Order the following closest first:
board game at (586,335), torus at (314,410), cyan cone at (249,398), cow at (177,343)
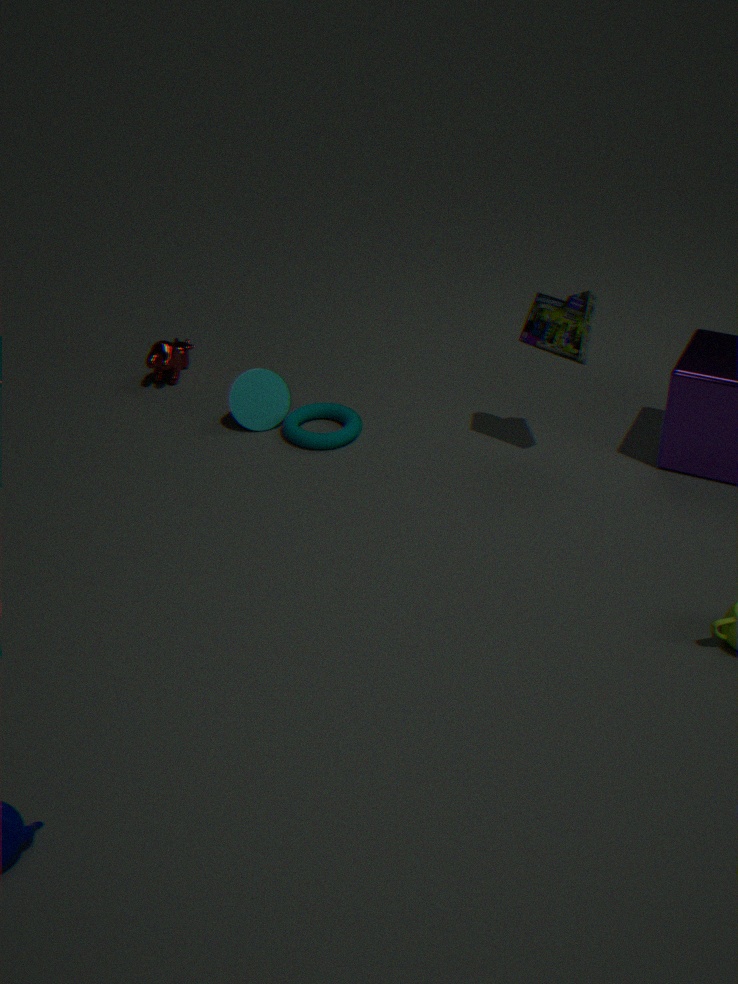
1. board game at (586,335)
2. torus at (314,410)
3. cyan cone at (249,398)
4. cow at (177,343)
